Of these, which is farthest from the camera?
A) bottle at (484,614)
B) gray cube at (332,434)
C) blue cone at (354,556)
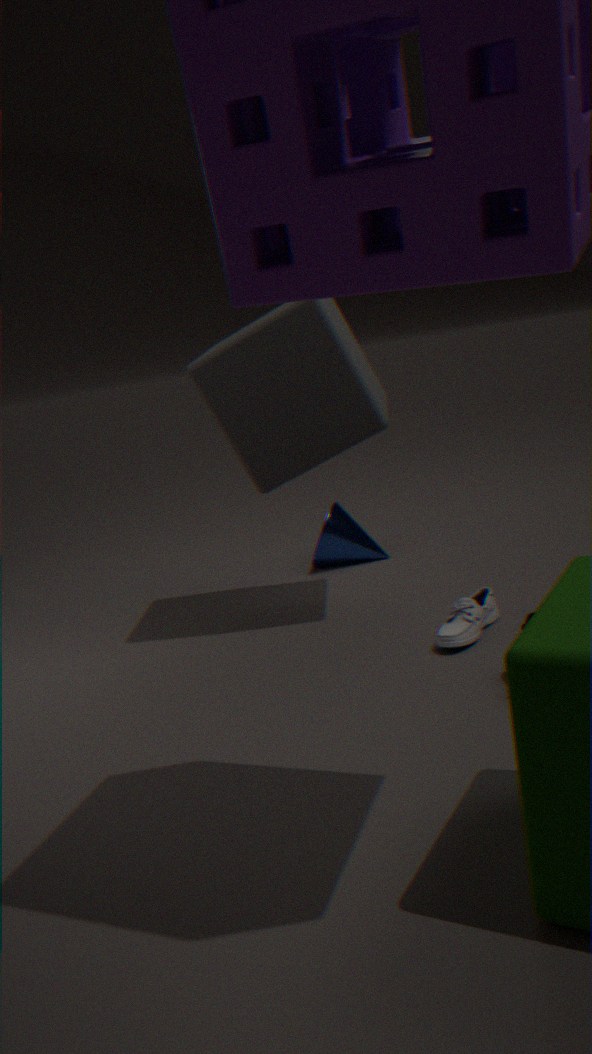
blue cone at (354,556)
